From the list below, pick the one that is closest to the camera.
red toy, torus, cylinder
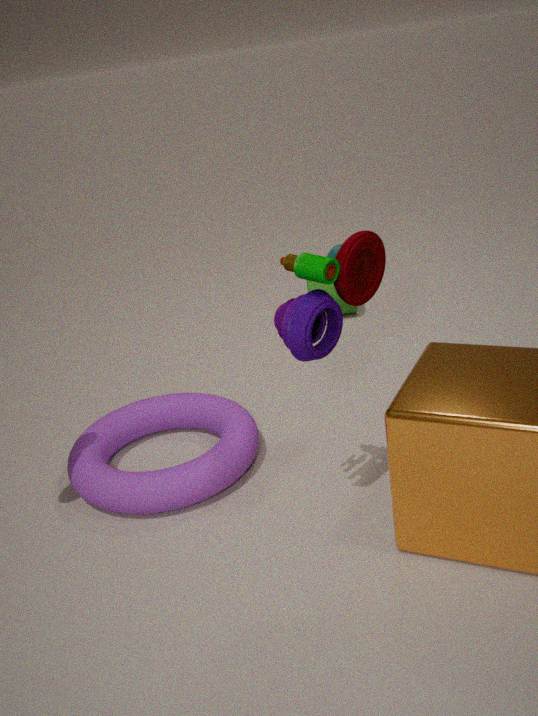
red toy
